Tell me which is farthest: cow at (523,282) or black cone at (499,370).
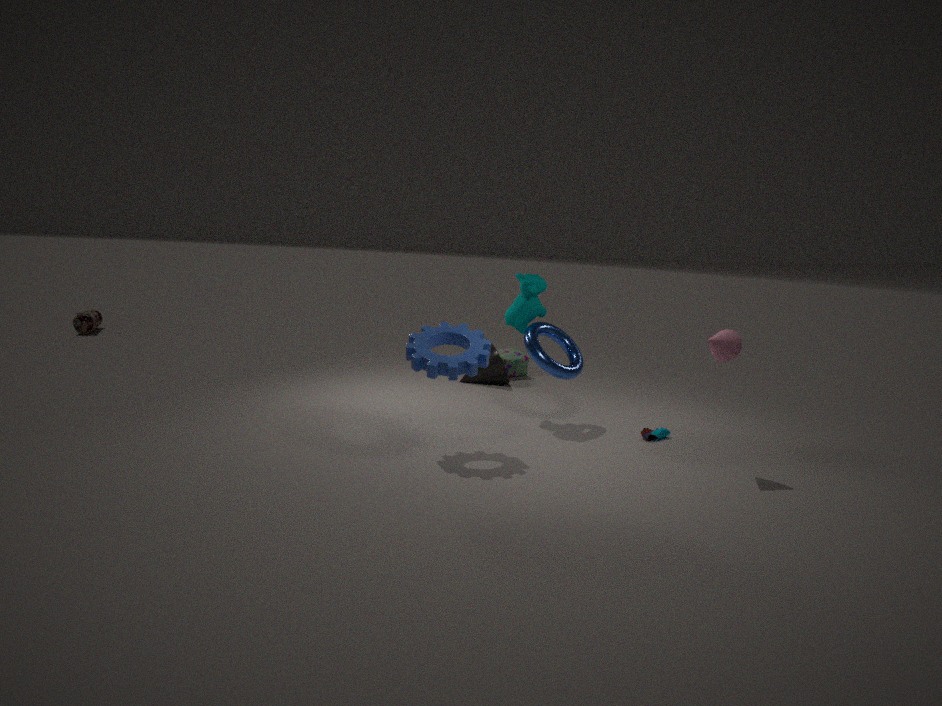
black cone at (499,370)
